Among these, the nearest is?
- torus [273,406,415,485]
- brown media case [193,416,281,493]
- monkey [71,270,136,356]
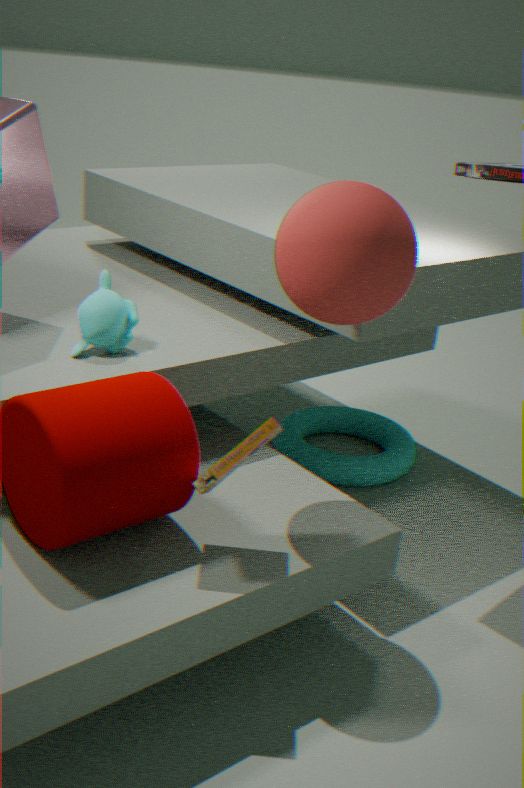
brown media case [193,416,281,493]
